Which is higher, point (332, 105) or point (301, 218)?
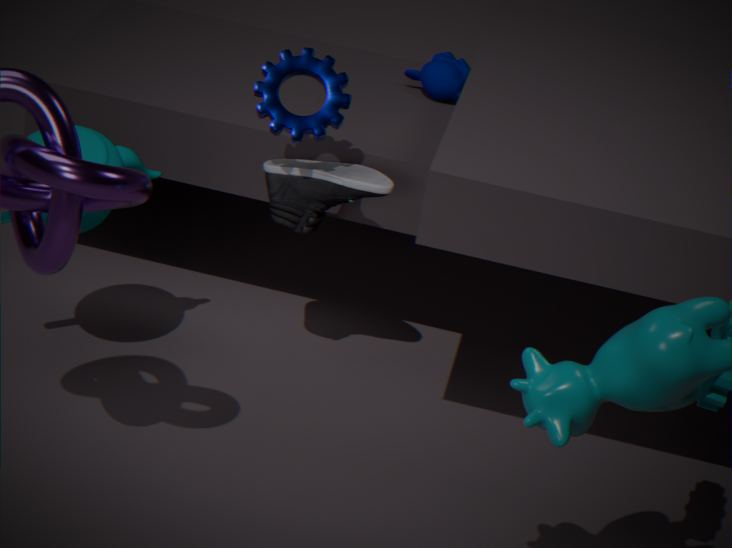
point (332, 105)
